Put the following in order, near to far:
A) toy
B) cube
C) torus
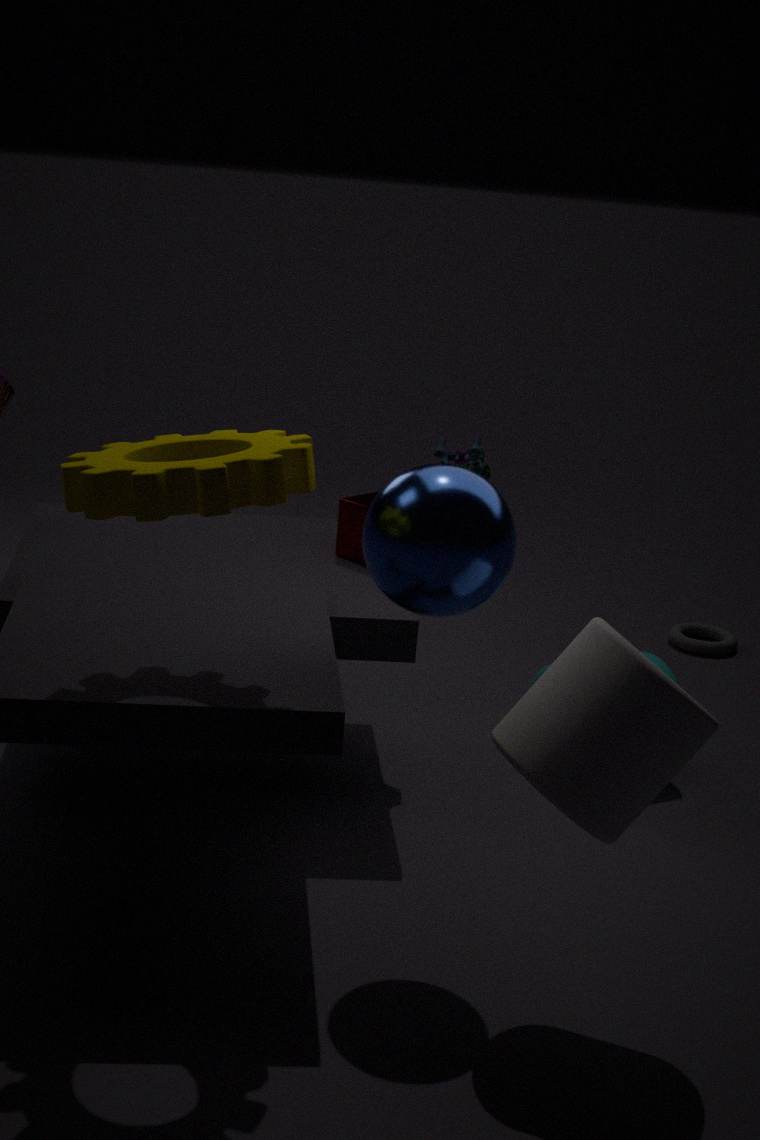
cube
torus
toy
